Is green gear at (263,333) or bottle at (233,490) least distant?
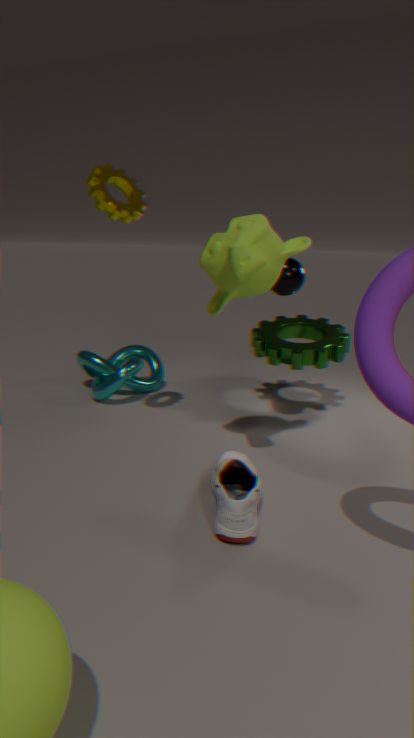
bottle at (233,490)
